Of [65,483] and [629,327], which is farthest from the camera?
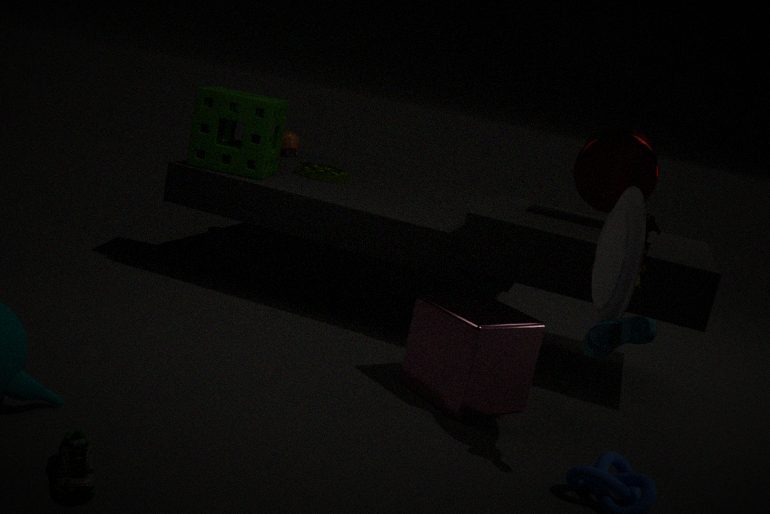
[629,327]
